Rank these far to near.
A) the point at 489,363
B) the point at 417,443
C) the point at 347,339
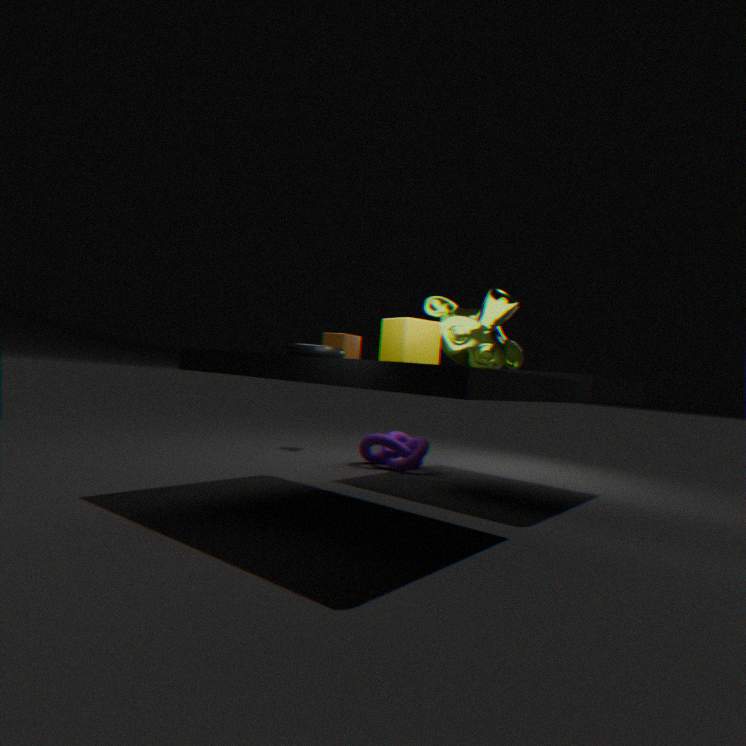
the point at 417,443 < the point at 347,339 < the point at 489,363
